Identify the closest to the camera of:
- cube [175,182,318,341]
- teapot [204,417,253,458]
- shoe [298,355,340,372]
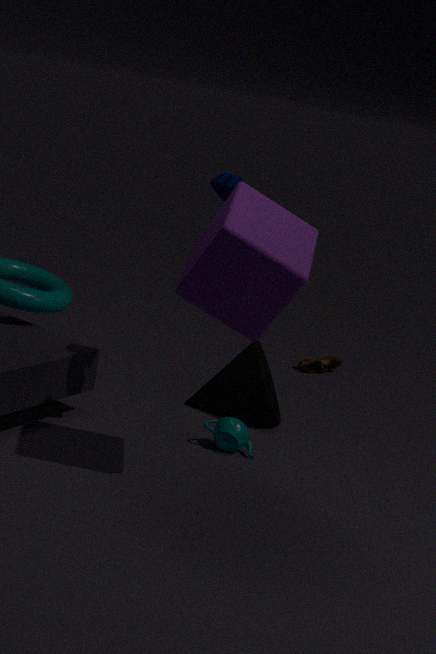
cube [175,182,318,341]
